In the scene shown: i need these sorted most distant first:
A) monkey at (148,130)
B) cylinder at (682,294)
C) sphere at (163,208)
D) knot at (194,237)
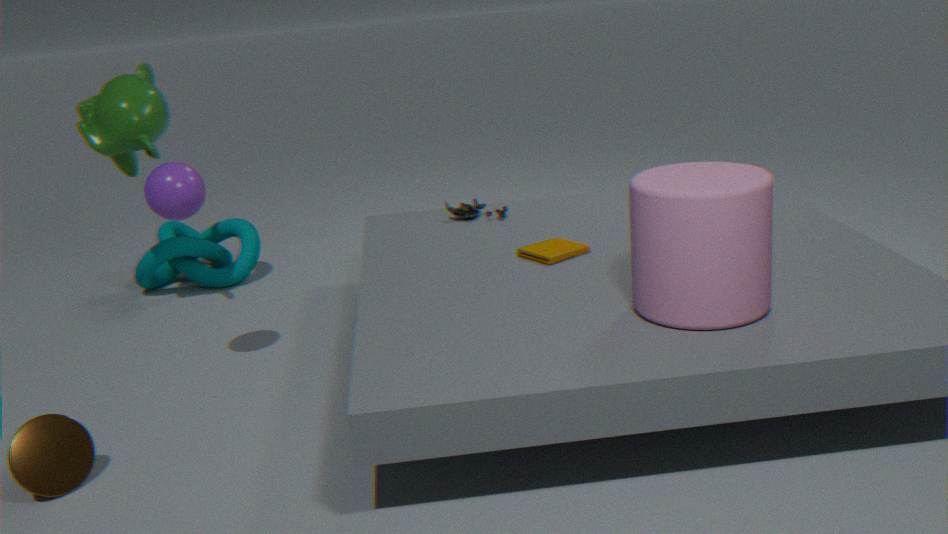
knot at (194,237) → monkey at (148,130) → sphere at (163,208) → cylinder at (682,294)
